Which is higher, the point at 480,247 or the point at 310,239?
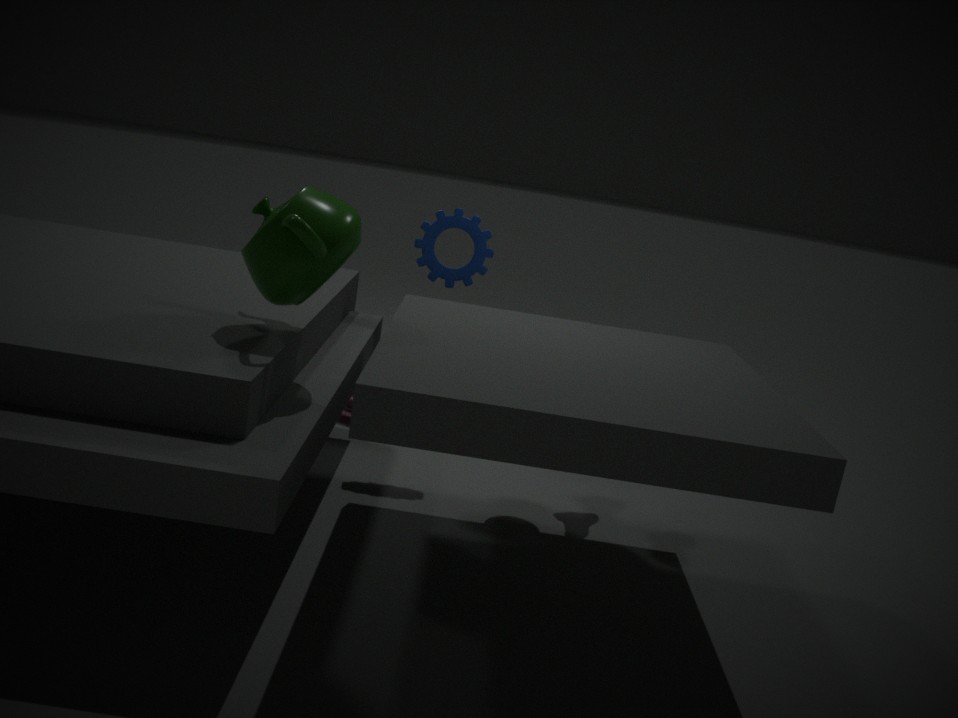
the point at 310,239
